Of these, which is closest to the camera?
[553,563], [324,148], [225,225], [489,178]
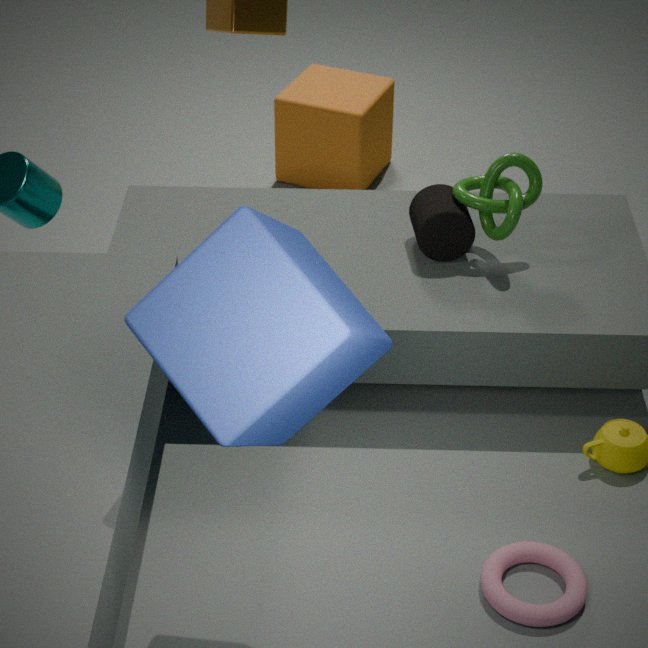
[225,225]
